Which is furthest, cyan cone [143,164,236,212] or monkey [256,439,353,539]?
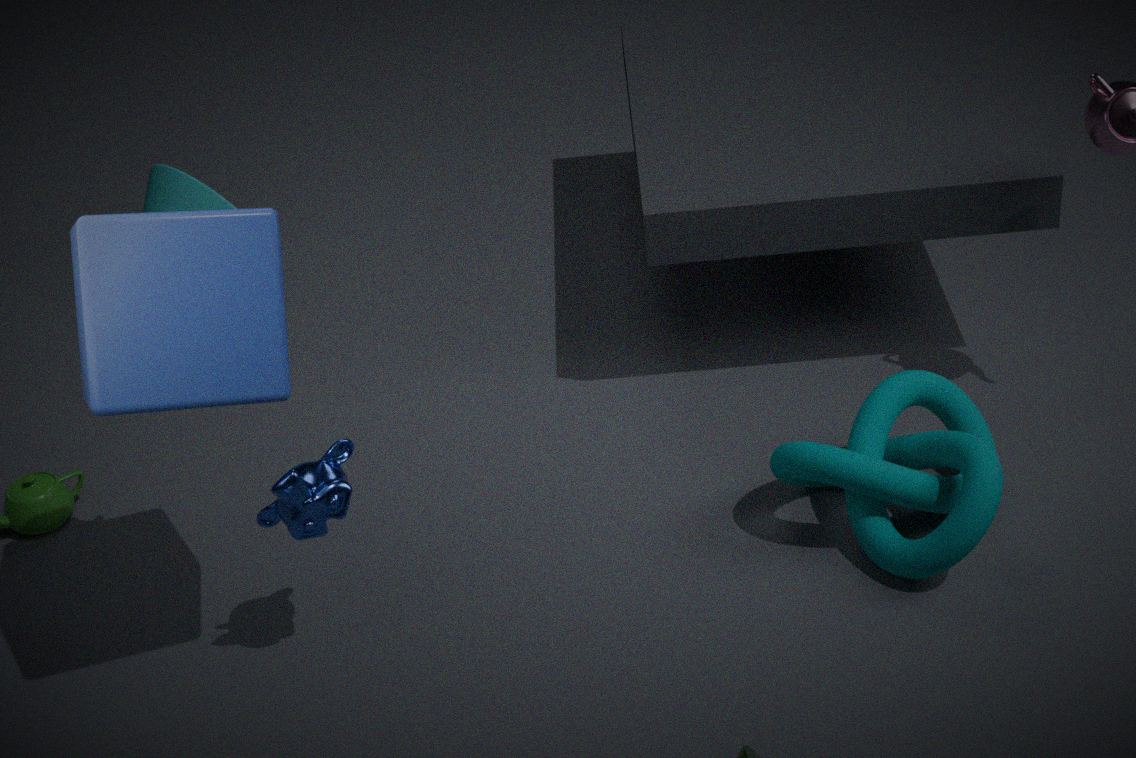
cyan cone [143,164,236,212]
